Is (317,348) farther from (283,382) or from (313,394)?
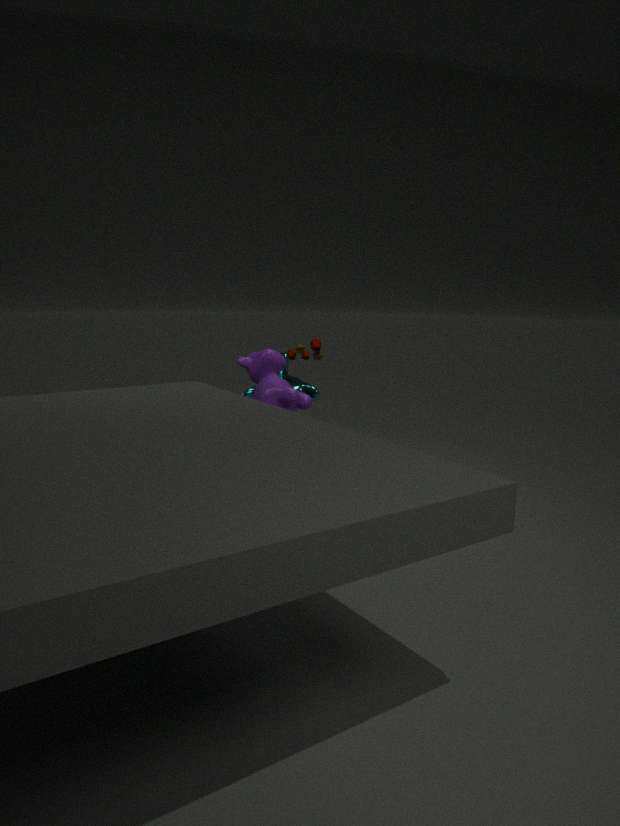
(283,382)
